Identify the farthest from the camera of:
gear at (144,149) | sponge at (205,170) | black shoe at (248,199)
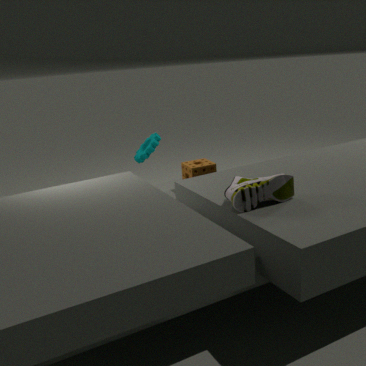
gear at (144,149)
